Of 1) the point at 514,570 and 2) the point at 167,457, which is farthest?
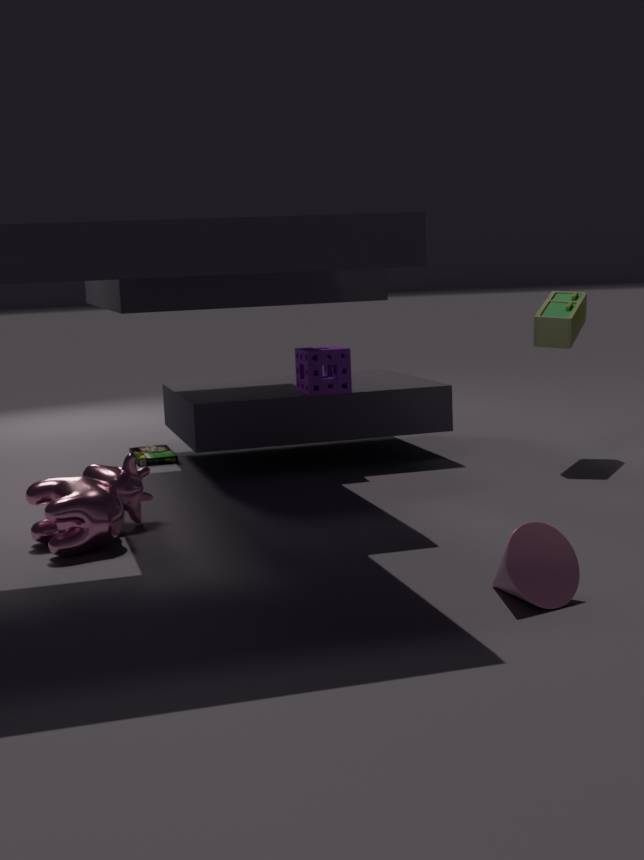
2. the point at 167,457
